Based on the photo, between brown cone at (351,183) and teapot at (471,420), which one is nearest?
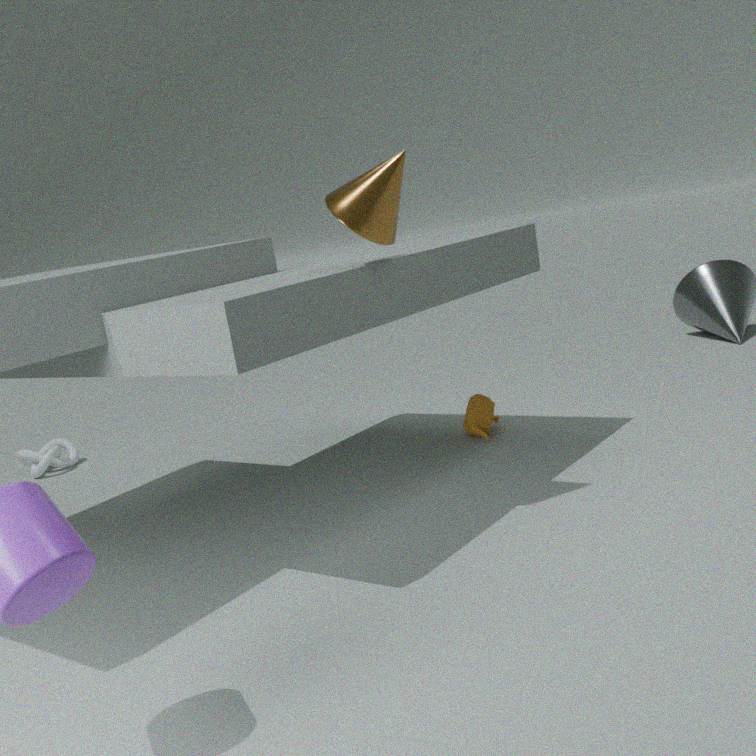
brown cone at (351,183)
